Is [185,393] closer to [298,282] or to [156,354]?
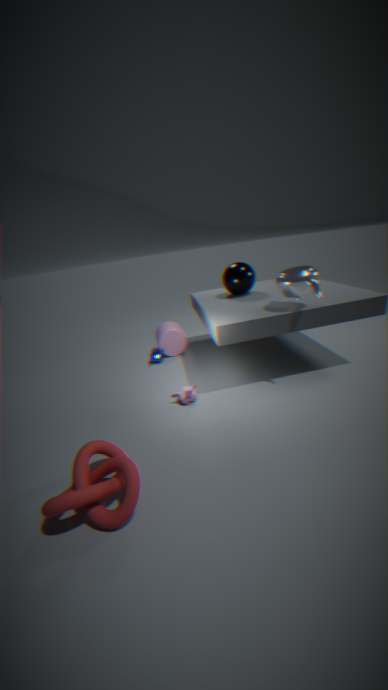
[156,354]
